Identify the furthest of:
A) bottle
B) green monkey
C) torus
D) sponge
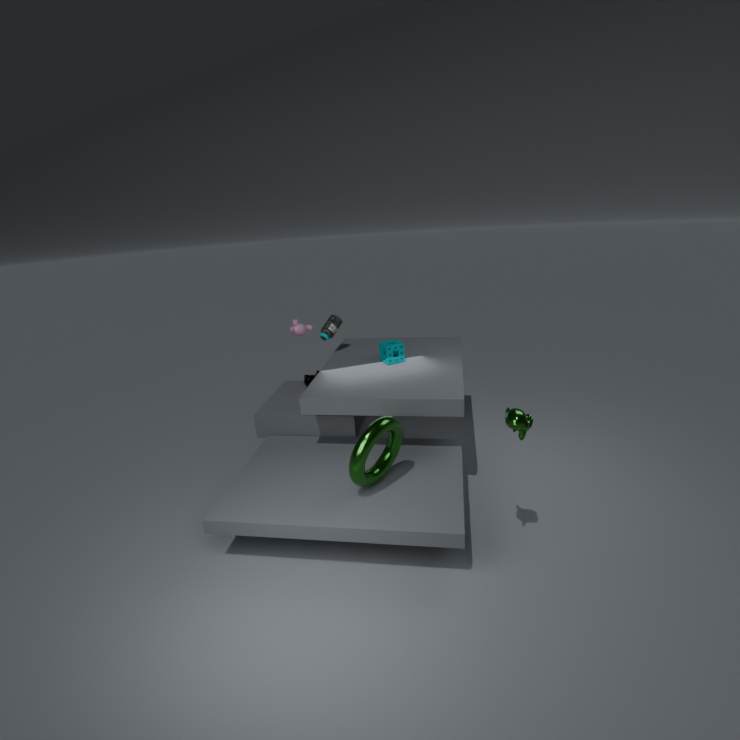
bottle
